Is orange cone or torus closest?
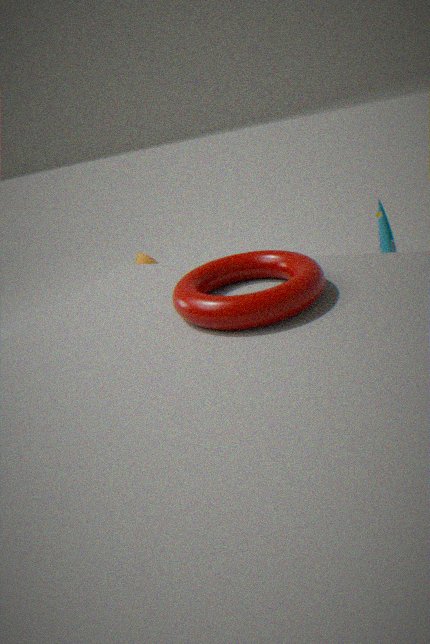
torus
